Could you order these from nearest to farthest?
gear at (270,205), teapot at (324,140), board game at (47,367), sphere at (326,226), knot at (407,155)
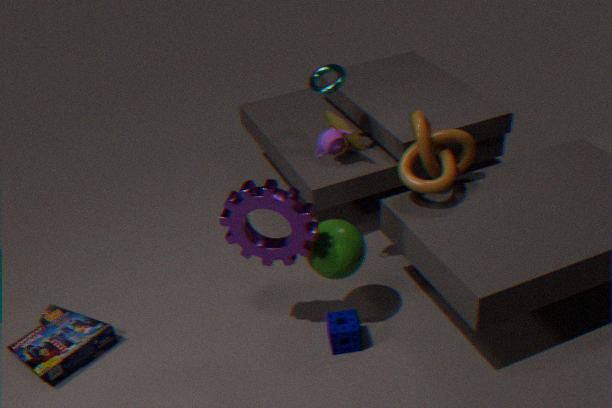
gear at (270,205), sphere at (326,226), board game at (47,367), knot at (407,155), teapot at (324,140)
